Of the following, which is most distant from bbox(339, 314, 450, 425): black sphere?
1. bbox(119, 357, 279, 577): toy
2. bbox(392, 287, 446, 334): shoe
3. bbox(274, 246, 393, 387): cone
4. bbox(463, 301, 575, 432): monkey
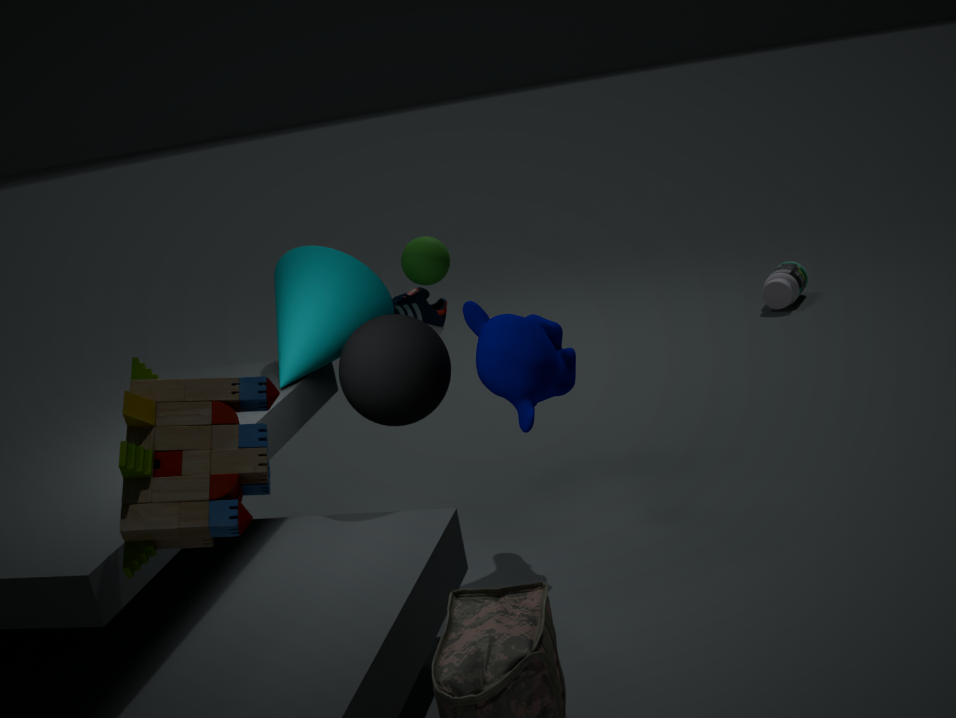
bbox(119, 357, 279, 577): toy
